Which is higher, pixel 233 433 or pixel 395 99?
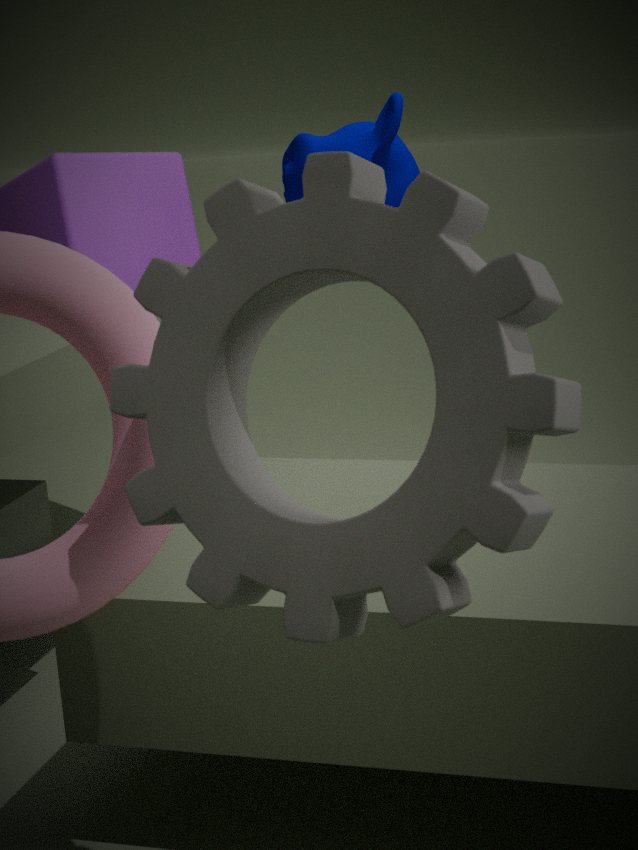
pixel 395 99
